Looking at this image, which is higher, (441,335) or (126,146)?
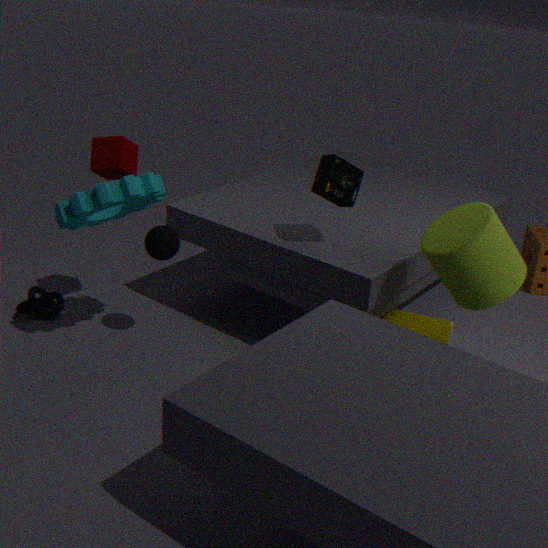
(126,146)
